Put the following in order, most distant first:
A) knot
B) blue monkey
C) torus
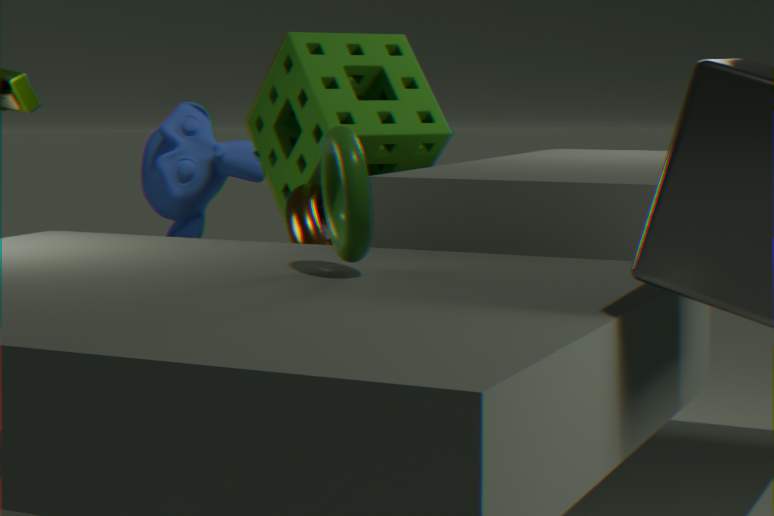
blue monkey
knot
torus
